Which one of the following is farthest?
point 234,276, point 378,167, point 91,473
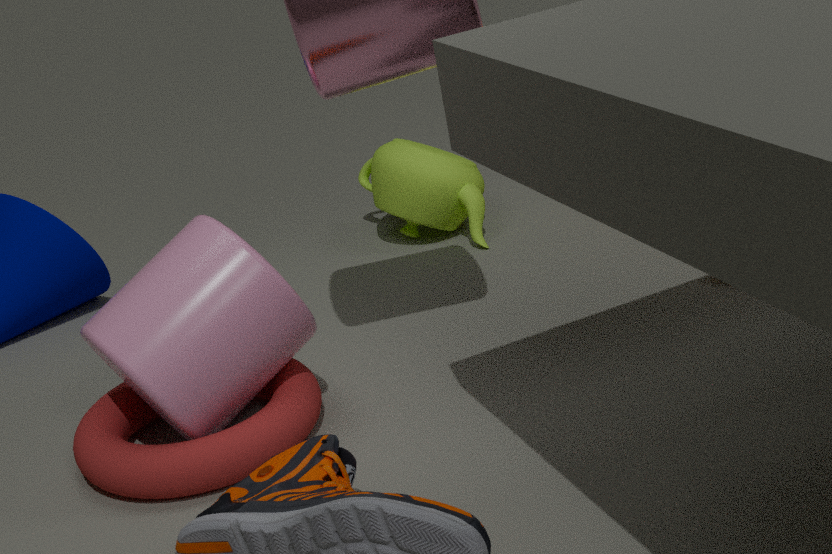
point 378,167
